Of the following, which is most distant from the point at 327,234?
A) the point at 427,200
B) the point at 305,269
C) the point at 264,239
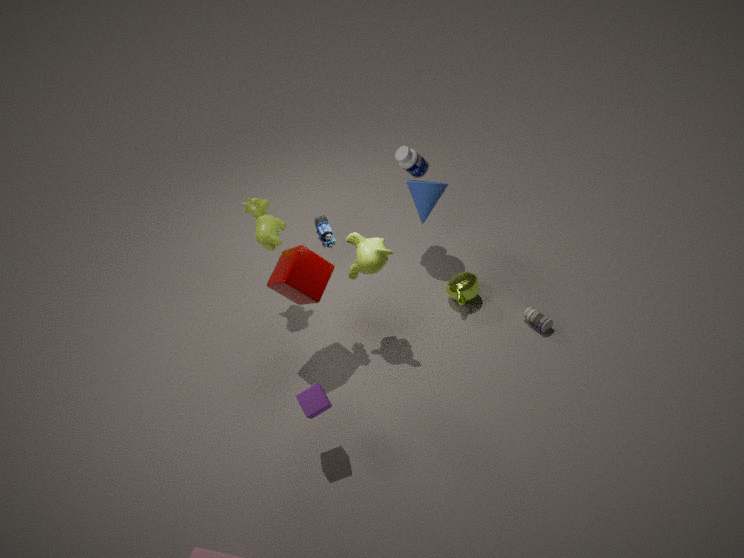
the point at 427,200
